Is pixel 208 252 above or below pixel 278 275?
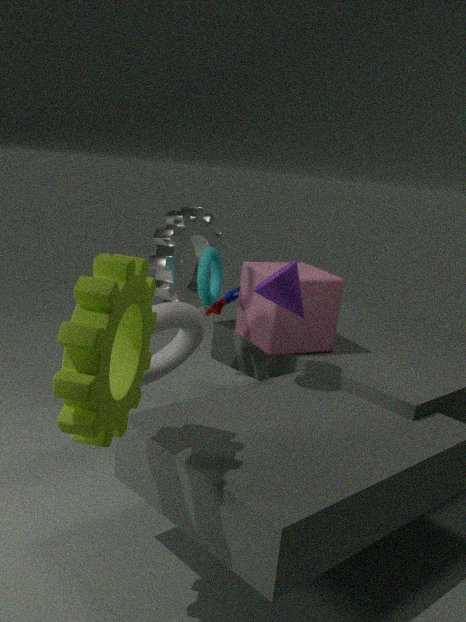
below
